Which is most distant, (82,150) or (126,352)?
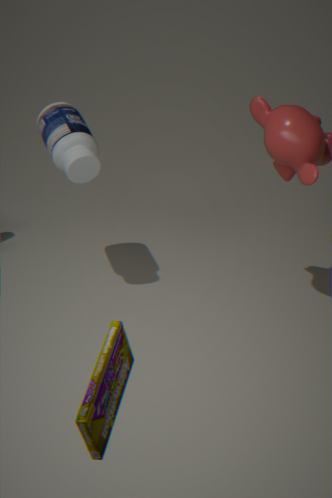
(82,150)
